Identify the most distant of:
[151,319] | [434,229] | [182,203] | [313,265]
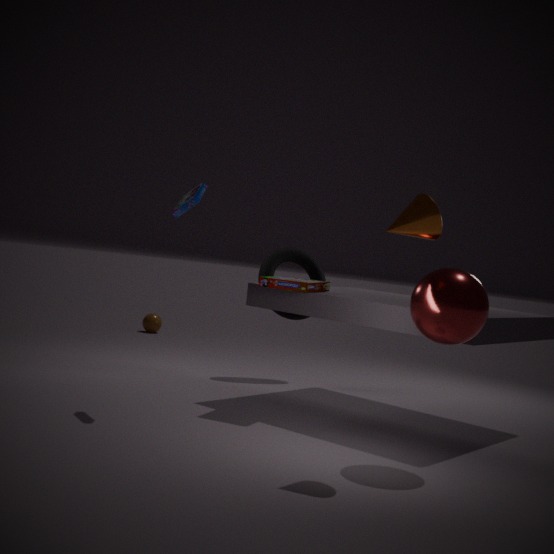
[151,319]
